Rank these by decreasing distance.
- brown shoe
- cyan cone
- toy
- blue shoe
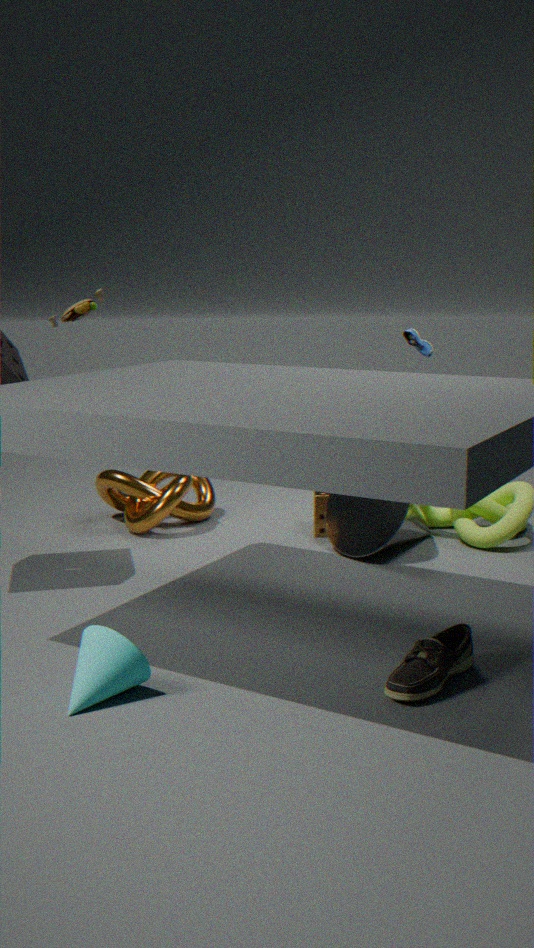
blue shoe, toy, brown shoe, cyan cone
